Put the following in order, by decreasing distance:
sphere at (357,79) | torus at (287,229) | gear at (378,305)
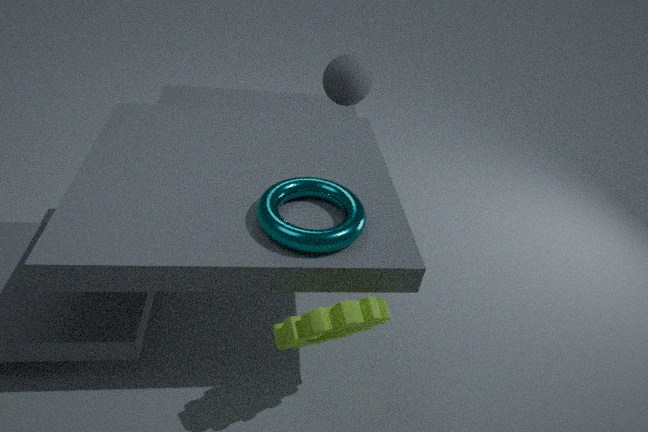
sphere at (357,79) → torus at (287,229) → gear at (378,305)
